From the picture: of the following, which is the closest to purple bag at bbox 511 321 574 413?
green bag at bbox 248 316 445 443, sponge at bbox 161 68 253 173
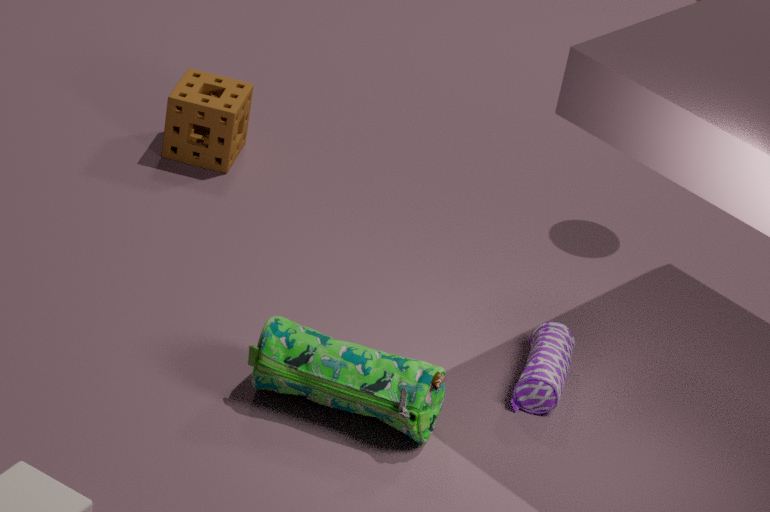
green bag at bbox 248 316 445 443
